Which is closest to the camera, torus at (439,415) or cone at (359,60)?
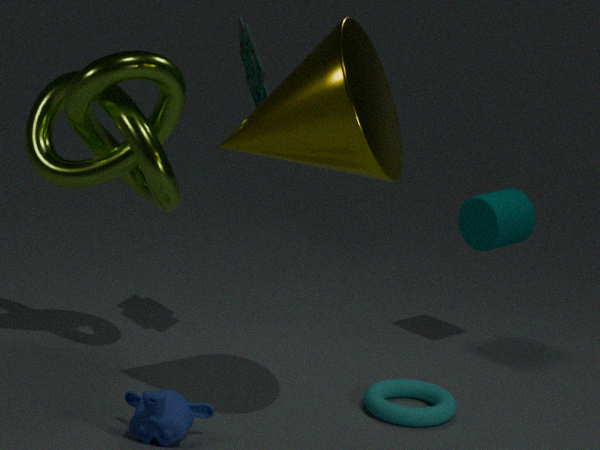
cone at (359,60)
